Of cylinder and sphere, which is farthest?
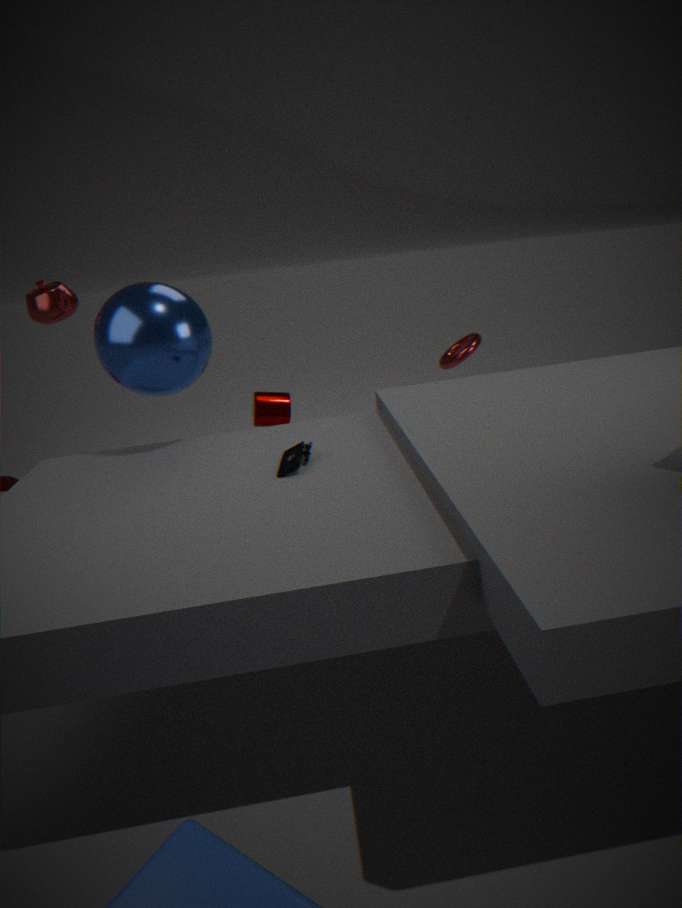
cylinder
